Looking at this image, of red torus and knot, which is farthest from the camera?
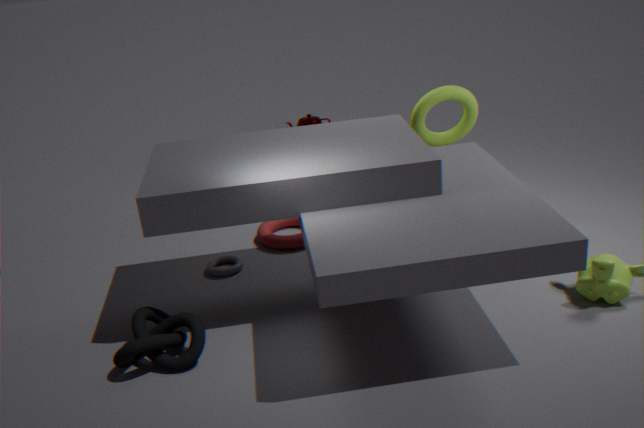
red torus
